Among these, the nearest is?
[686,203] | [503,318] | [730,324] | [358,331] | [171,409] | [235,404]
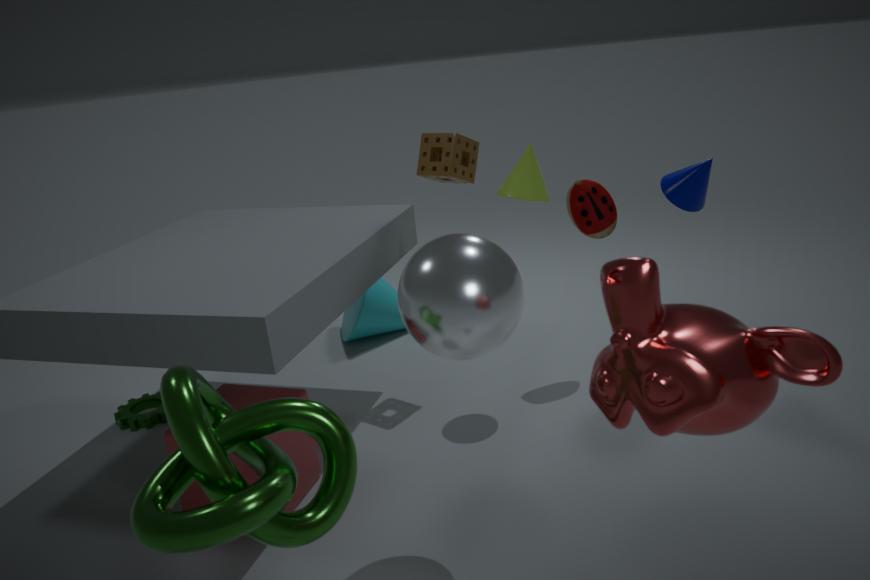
[730,324]
